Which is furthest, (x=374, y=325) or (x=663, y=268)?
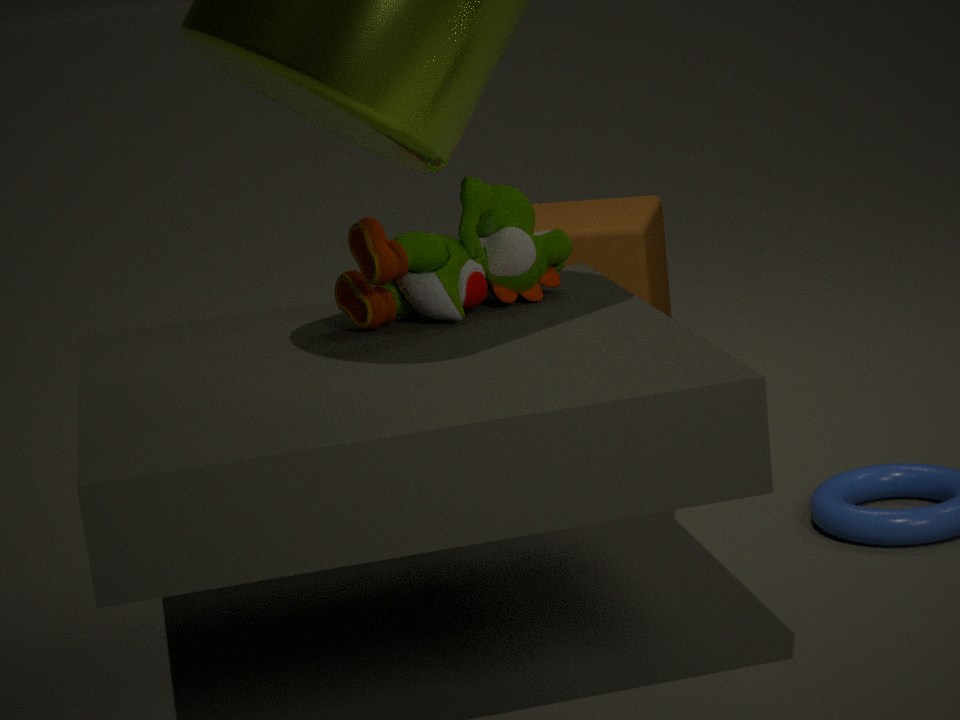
(x=663, y=268)
